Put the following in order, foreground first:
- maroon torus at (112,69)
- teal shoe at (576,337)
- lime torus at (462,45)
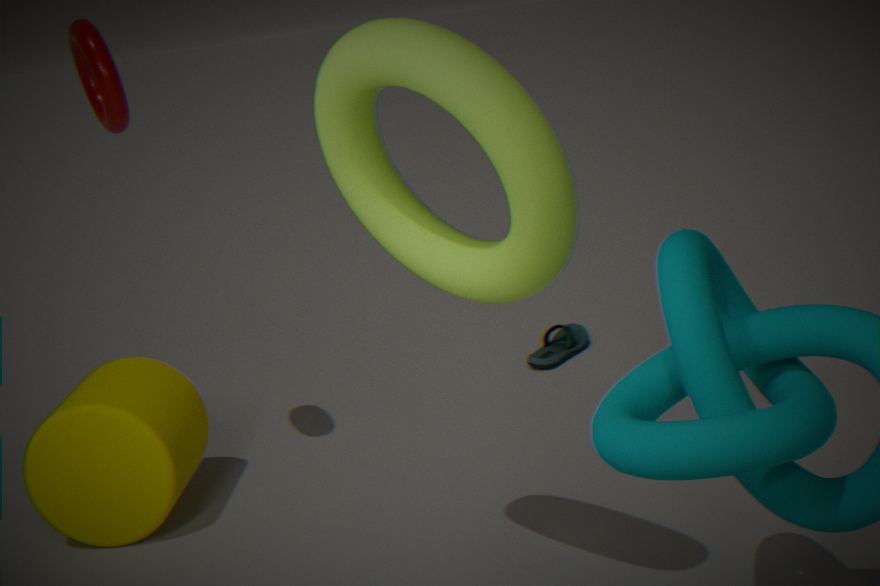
1. lime torus at (462,45)
2. maroon torus at (112,69)
3. teal shoe at (576,337)
